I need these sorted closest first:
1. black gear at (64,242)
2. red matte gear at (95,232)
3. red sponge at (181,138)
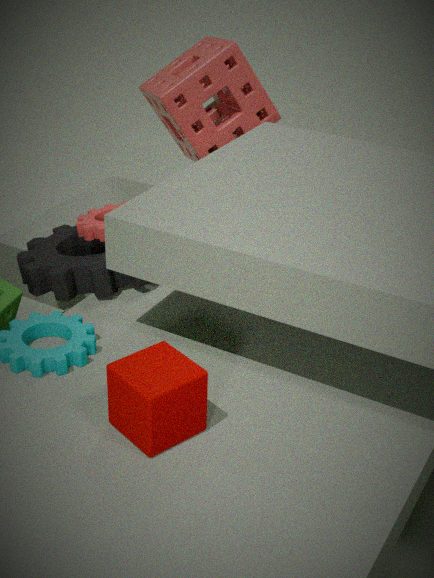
black gear at (64,242), red matte gear at (95,232), red sponge at (181,138)
